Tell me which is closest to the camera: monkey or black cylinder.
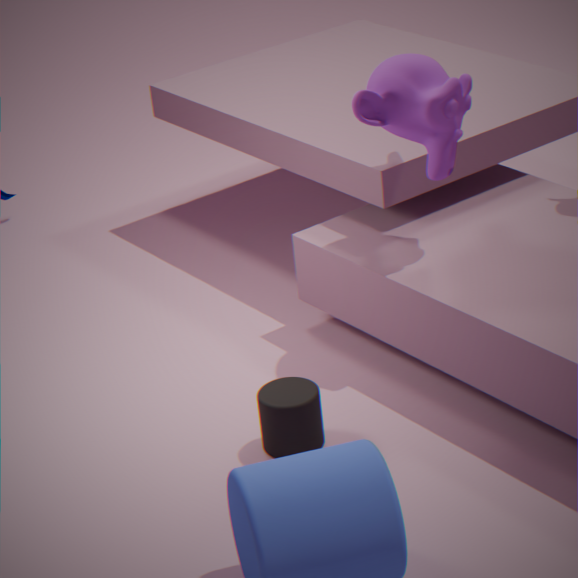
black cylinder
